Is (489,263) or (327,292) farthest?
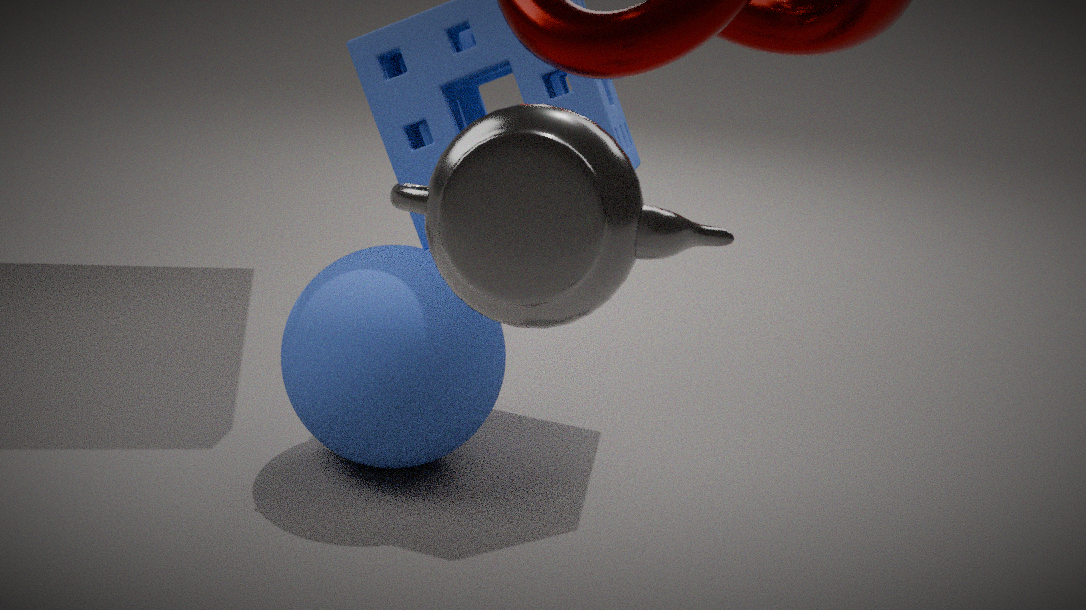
(327,292)
